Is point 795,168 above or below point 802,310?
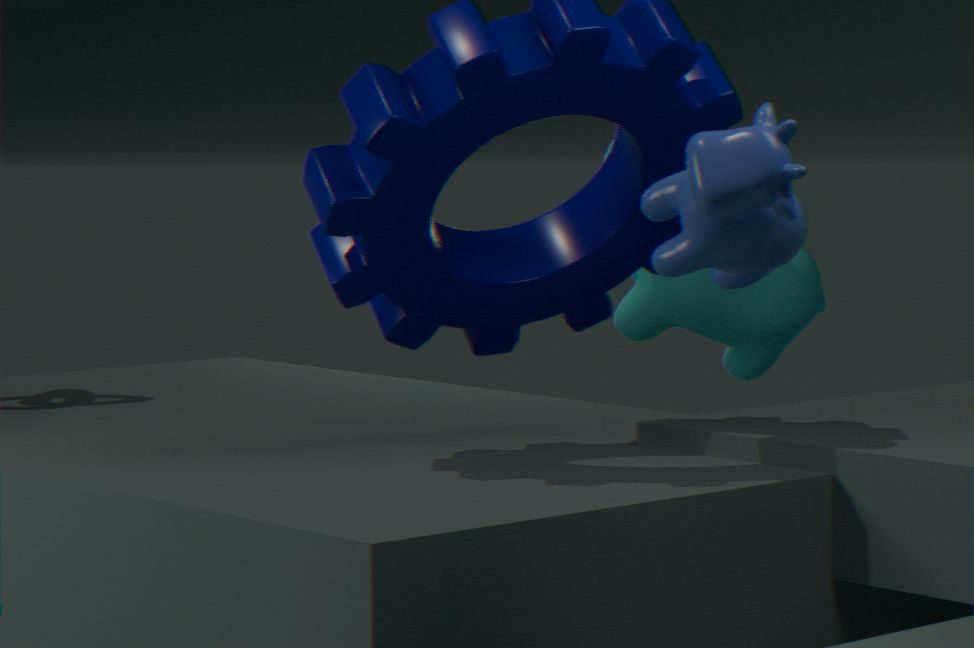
above
